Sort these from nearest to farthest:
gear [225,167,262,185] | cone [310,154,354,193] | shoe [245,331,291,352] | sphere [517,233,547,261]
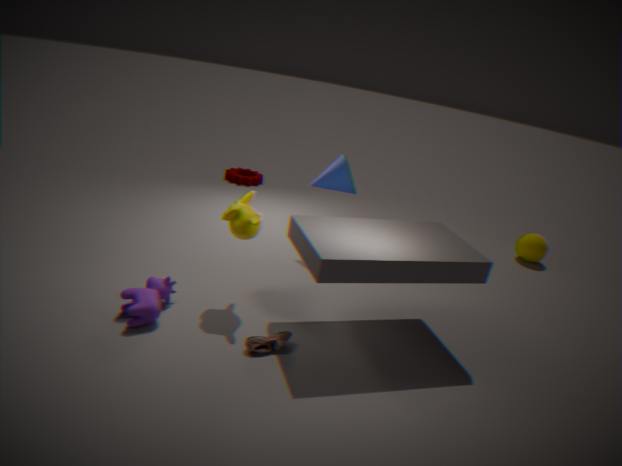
shoe [245,331,291,352], cone [310,154,354,193], sphere [517,233,547,261], gear [225,167,262,185]
